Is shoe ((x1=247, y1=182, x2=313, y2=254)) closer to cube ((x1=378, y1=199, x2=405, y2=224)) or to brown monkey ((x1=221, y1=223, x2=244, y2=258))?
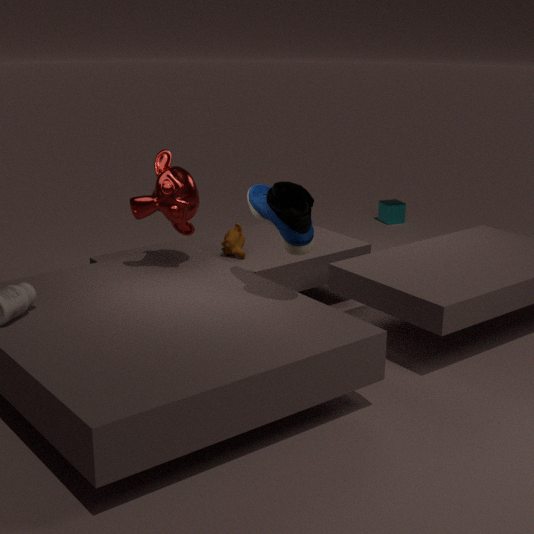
brown monkey ((x1=221, y1=223, x2=244, y2=258))
